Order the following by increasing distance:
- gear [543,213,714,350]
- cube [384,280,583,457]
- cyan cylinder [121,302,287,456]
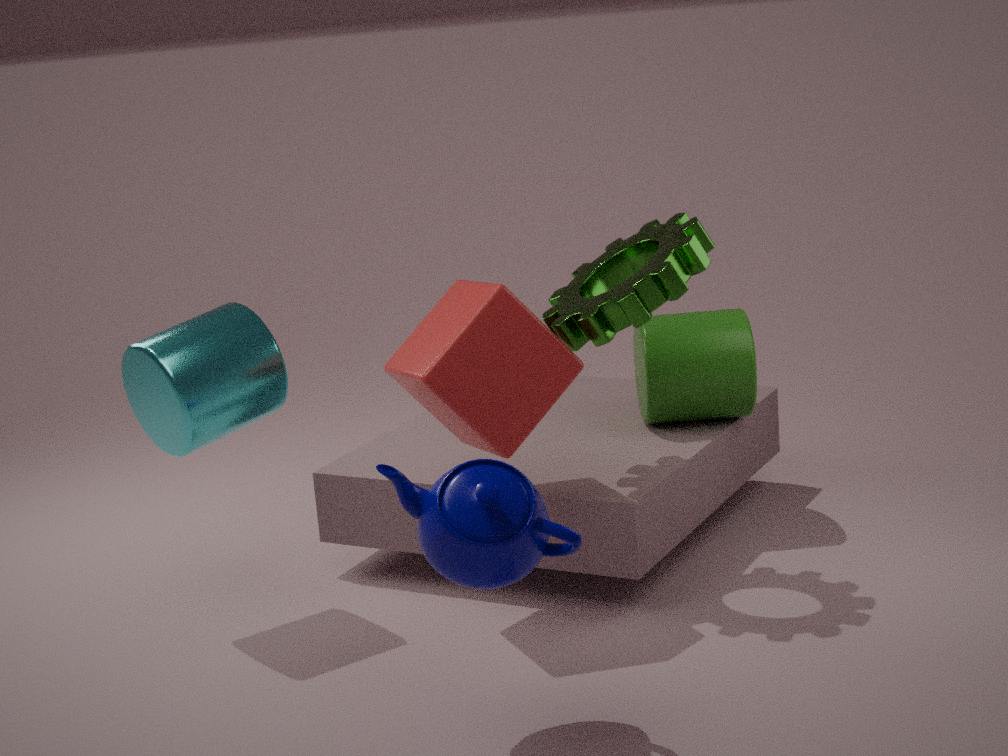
1. cube [384,280,583,457]
2. cyan cylinder [121,302,287,456]
3. gear [543,213,714,350]
